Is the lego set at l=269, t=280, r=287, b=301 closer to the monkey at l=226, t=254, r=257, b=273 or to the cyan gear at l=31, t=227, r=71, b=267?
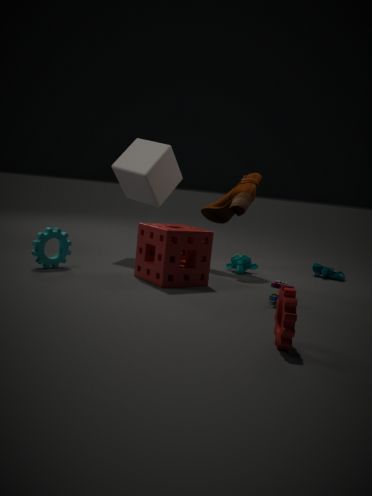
the monkey at l=226, t=254, r=257, b=273
